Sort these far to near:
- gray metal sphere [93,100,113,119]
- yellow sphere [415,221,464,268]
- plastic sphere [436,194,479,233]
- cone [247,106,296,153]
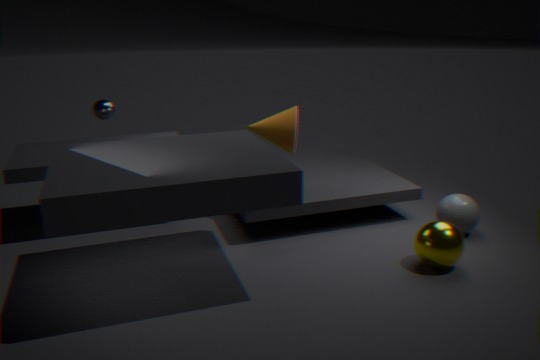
gray metal sphere [93,100,113,119] → cone [247,106,296,153] → plastic sphere [436,194,479,233] → yellow sphere [415,221,464,268]
